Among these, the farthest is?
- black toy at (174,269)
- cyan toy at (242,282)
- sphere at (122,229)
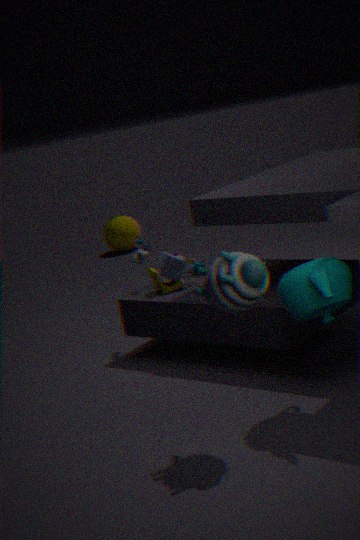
sphere at (122,229)
